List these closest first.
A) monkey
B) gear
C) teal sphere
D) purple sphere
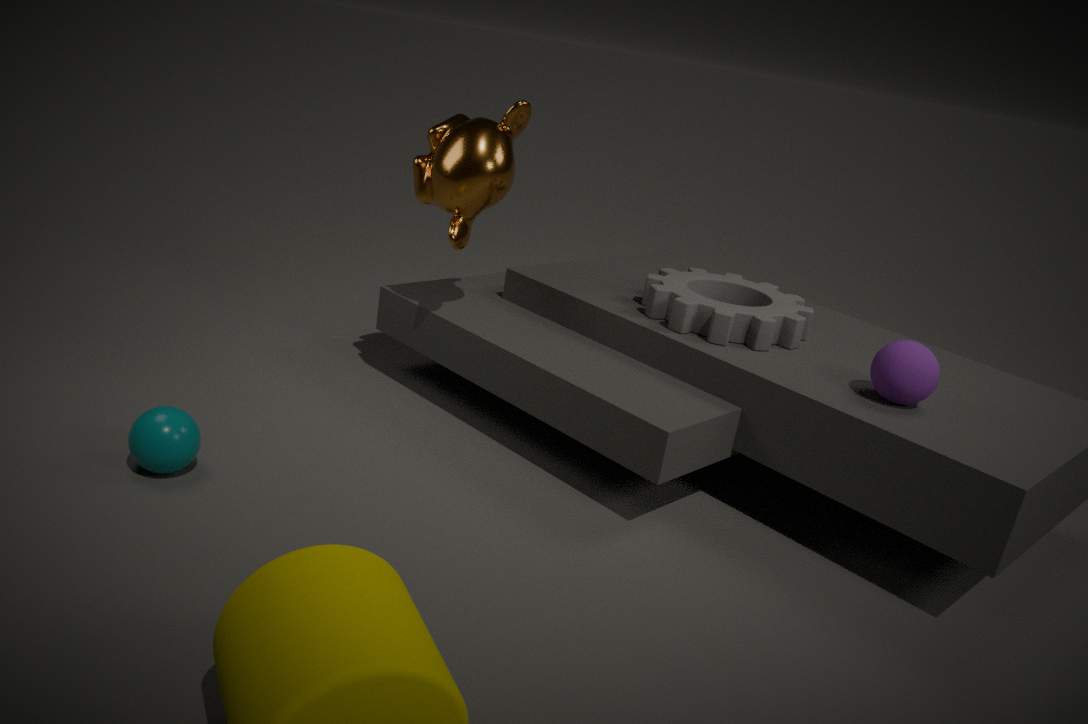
teal sphere
purple sphere
monkey
gear
